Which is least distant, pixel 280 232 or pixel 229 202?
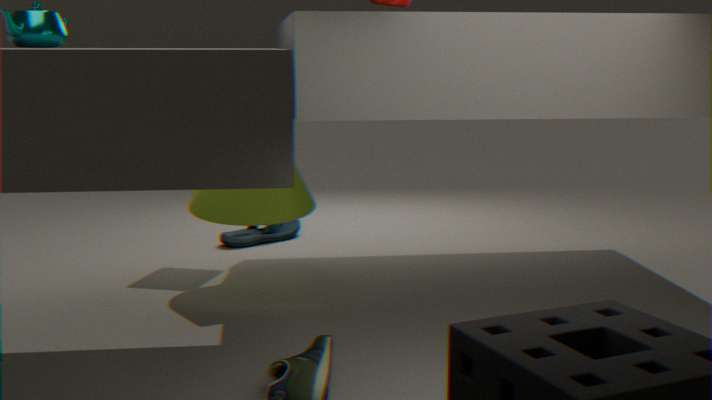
pixel 229 202
